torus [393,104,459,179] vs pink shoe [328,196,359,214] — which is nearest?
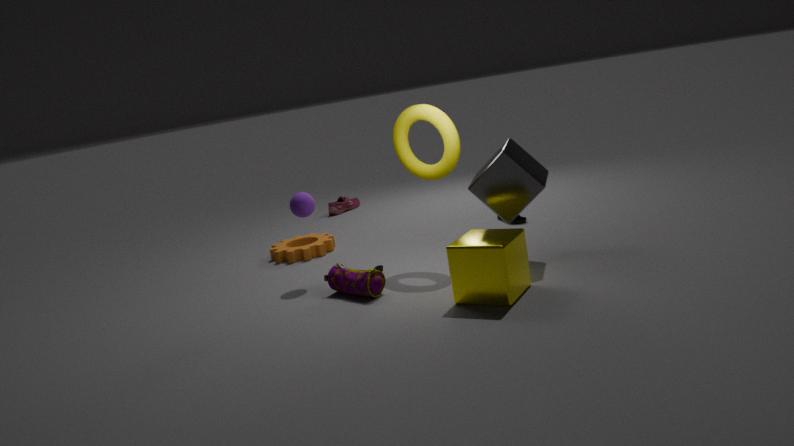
torus [393,104,459,179]
